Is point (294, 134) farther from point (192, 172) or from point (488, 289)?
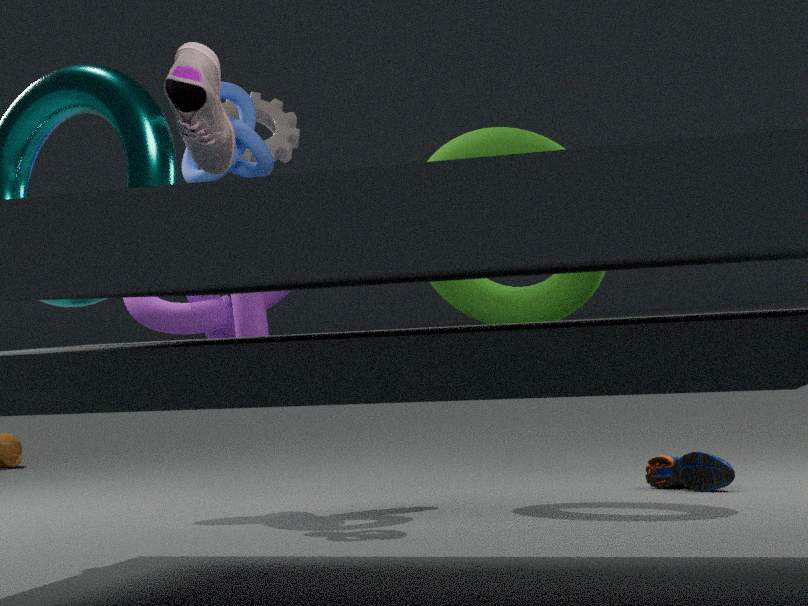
point (488, 289)
